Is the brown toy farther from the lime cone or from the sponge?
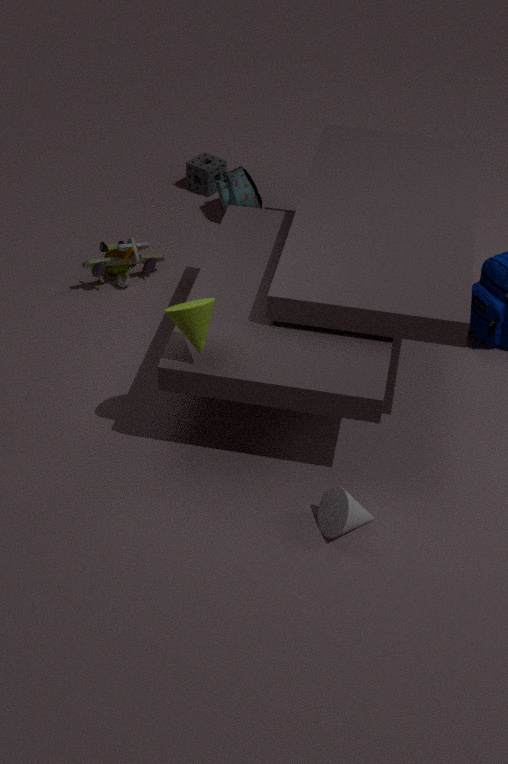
the lime cone
